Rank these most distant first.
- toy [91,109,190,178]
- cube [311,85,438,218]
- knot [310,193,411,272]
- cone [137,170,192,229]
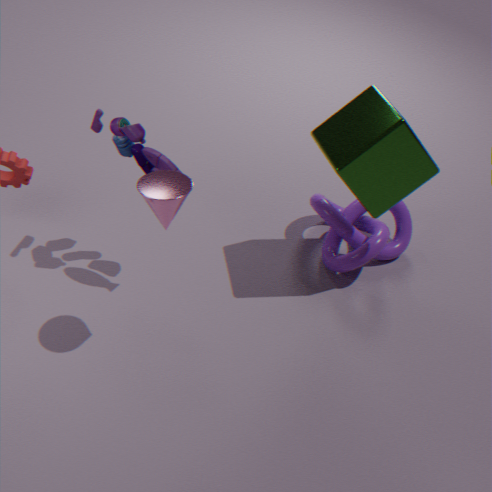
1. knot [310,193,411,272]
2. toy [91,109,190,178]
3. cube [311,85,438,218]
4. cone [137,170,192,229]
